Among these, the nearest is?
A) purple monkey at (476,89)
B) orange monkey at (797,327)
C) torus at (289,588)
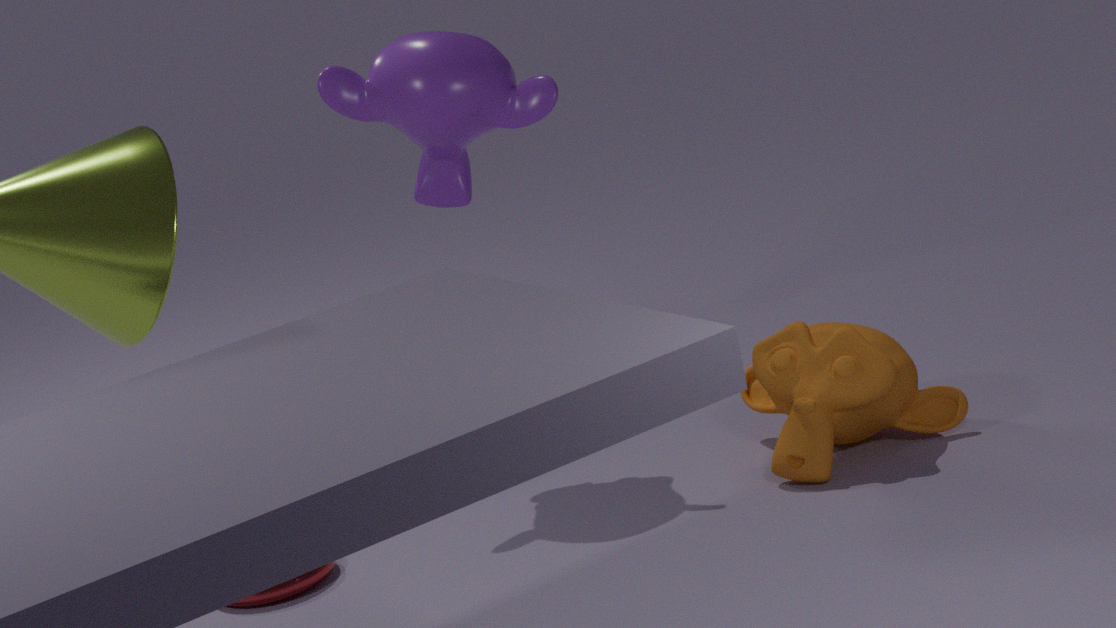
torus at (289,588)
